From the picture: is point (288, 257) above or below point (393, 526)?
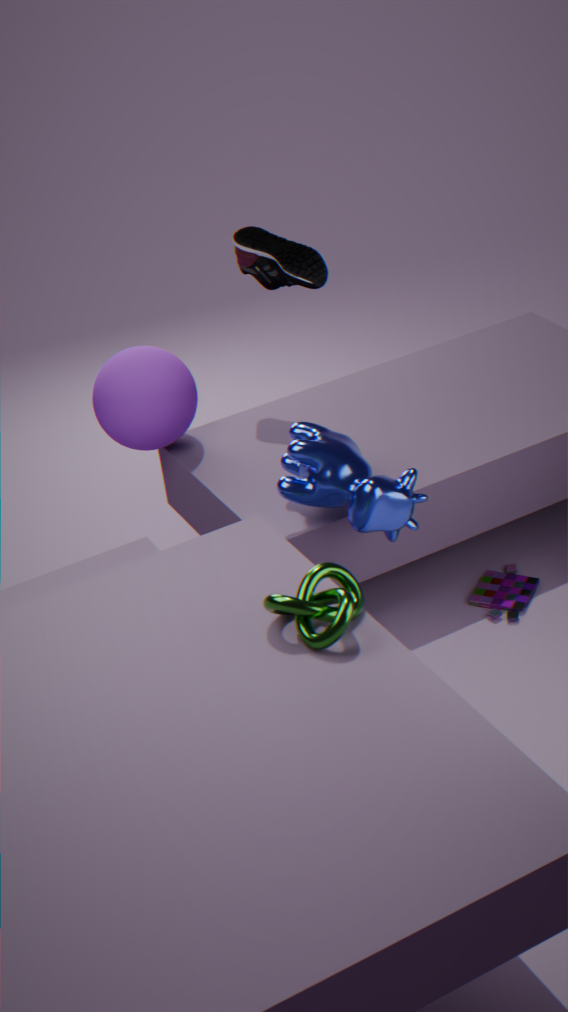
above
